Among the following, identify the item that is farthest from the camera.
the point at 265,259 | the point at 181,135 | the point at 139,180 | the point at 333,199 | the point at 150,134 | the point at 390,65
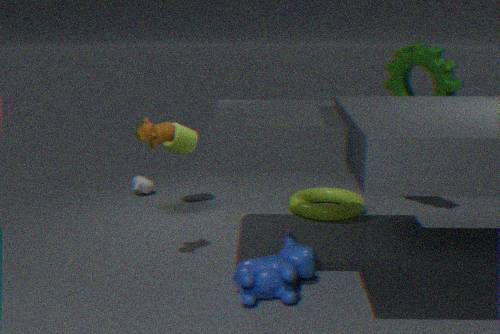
the point at 139,180
